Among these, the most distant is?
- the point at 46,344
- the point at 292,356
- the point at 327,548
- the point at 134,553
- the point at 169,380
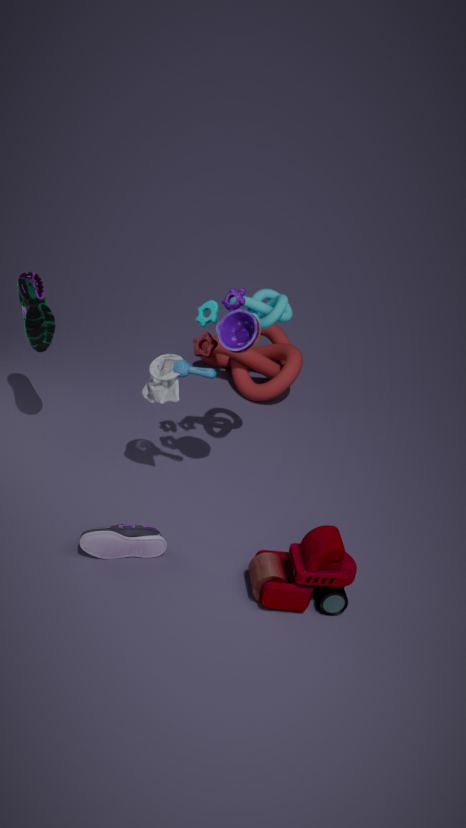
the point at 292,356
